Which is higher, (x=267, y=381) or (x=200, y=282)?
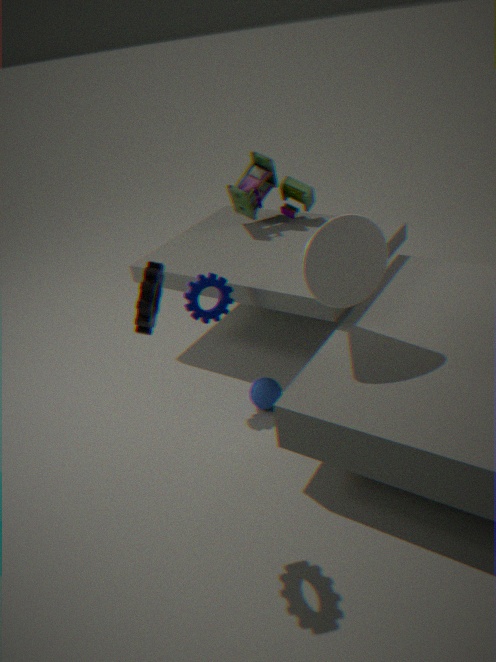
(x=200, y=282)
